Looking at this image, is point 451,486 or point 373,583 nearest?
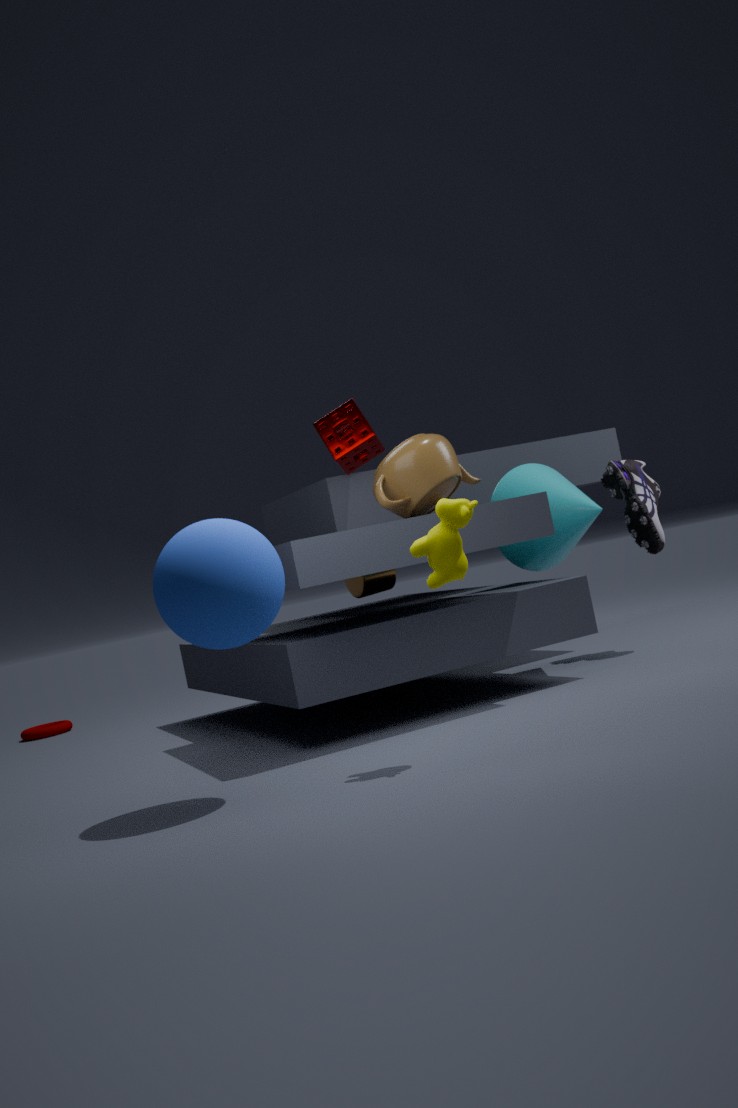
point 451,486
